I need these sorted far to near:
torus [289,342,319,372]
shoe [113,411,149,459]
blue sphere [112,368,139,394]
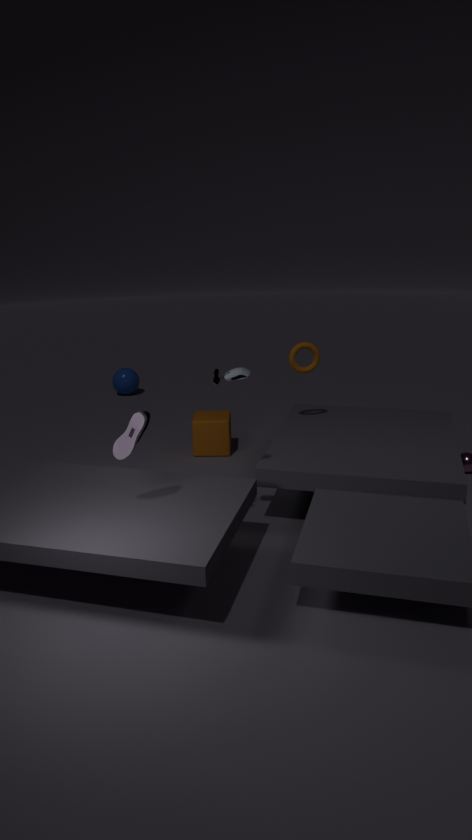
blue sphere [112,368,139,394] < torus [289,342,319,372] < shoe [113,411,149,459]
